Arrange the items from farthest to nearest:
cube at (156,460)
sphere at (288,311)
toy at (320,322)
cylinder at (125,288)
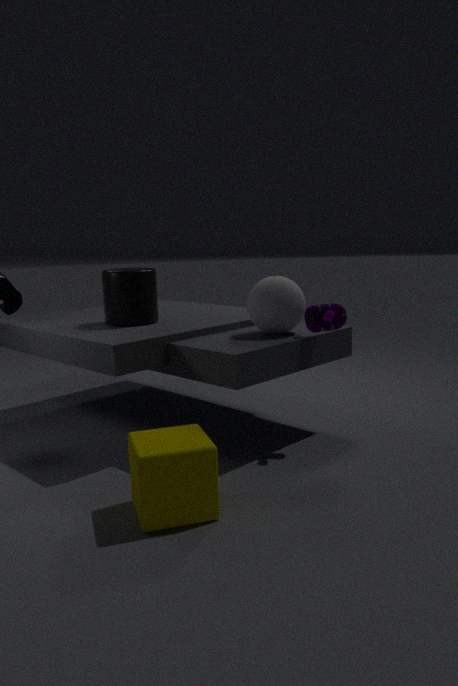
cylinder at (125,288), sphere at (288,311), toy at (320,322), cube at (156,460)
